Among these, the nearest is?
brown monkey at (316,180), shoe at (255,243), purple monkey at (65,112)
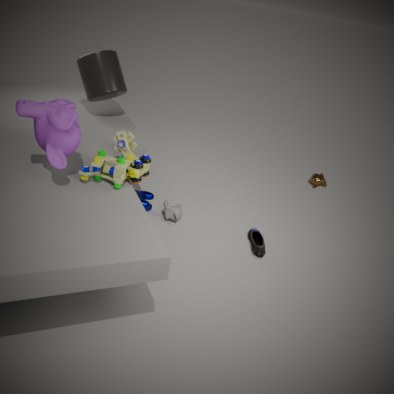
purple monkey at (65,112)
